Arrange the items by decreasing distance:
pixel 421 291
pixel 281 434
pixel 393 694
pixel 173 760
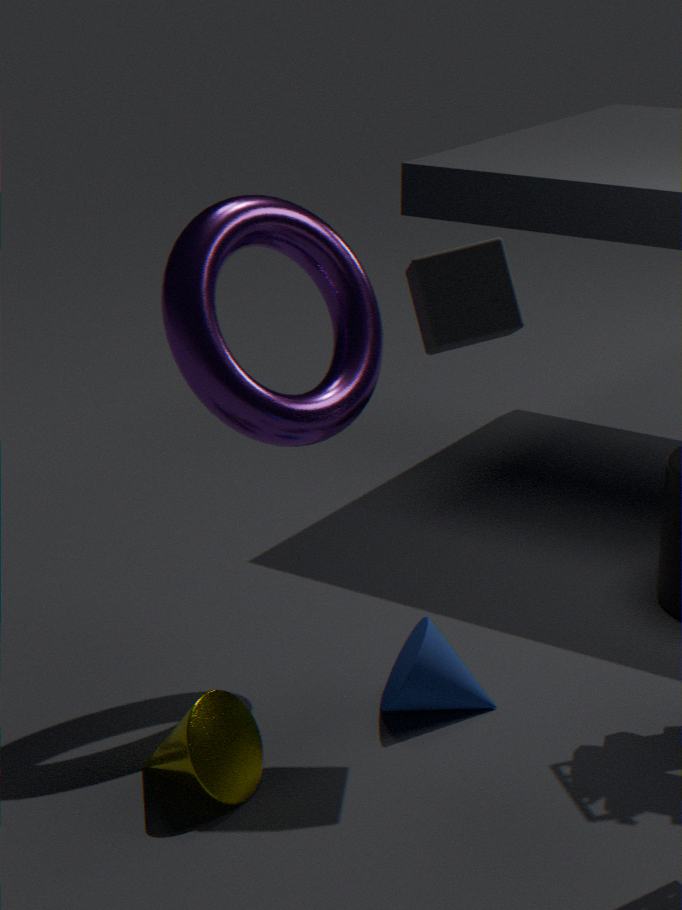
pixel 393 694
pixel 281 434
pixel 421 291
pixel 173 760
